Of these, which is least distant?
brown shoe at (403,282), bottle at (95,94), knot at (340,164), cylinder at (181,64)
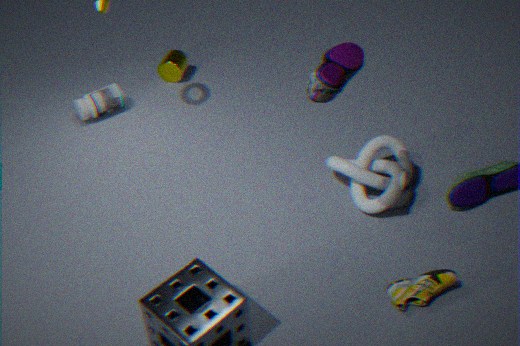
brown shoe at (403,282)
